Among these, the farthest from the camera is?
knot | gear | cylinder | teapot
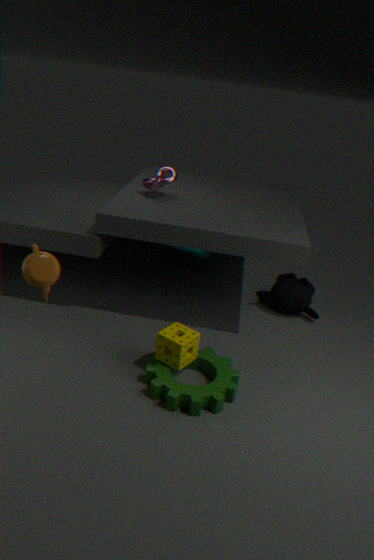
cylinder
